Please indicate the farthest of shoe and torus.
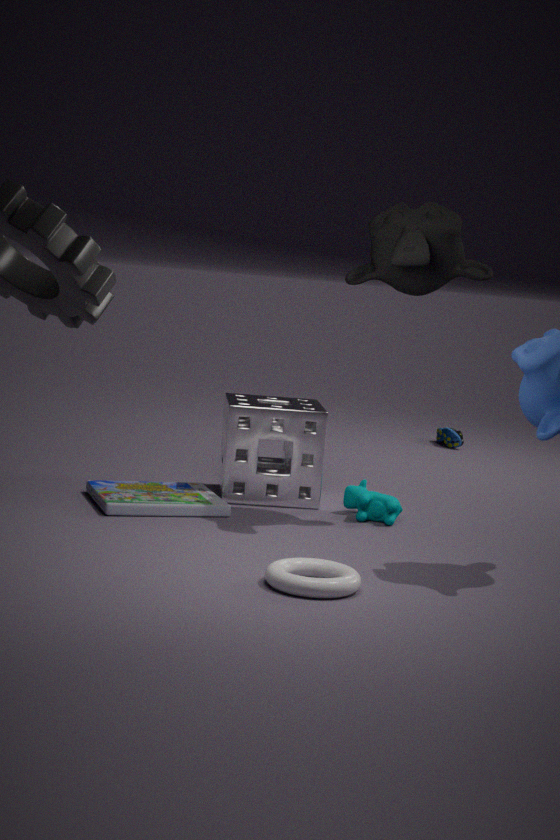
shoe
